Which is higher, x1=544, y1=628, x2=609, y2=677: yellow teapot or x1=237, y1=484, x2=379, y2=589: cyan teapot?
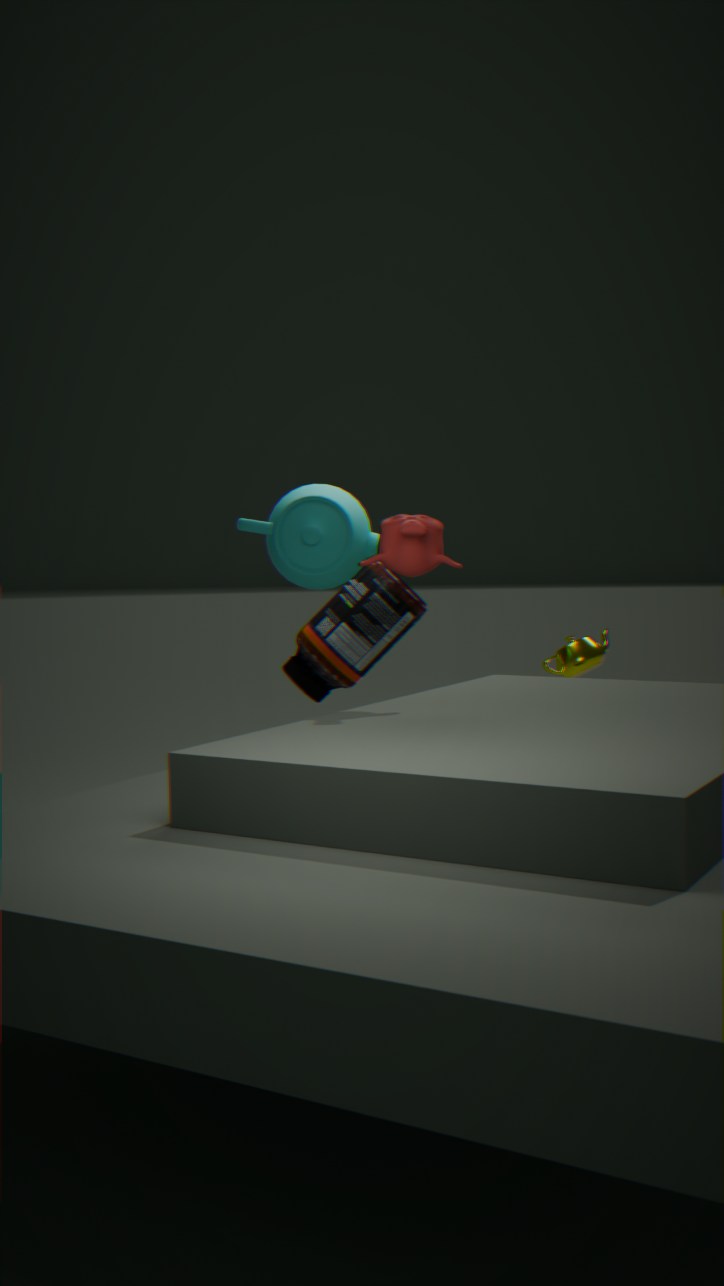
x1=237, y1=484, x2=379, y2=589: cyan teapot
